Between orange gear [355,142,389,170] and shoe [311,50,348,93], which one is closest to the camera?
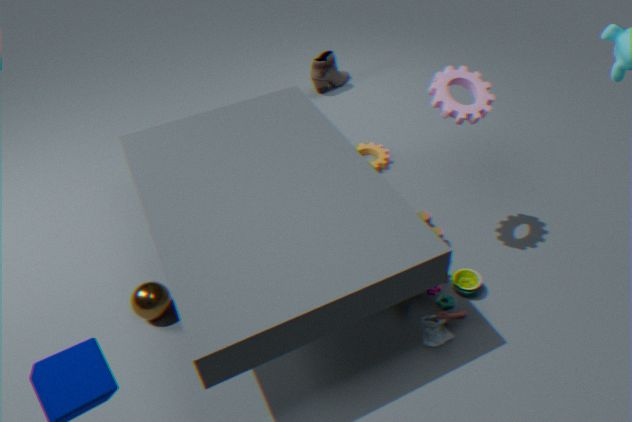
orange gear [355,142,389,170]
